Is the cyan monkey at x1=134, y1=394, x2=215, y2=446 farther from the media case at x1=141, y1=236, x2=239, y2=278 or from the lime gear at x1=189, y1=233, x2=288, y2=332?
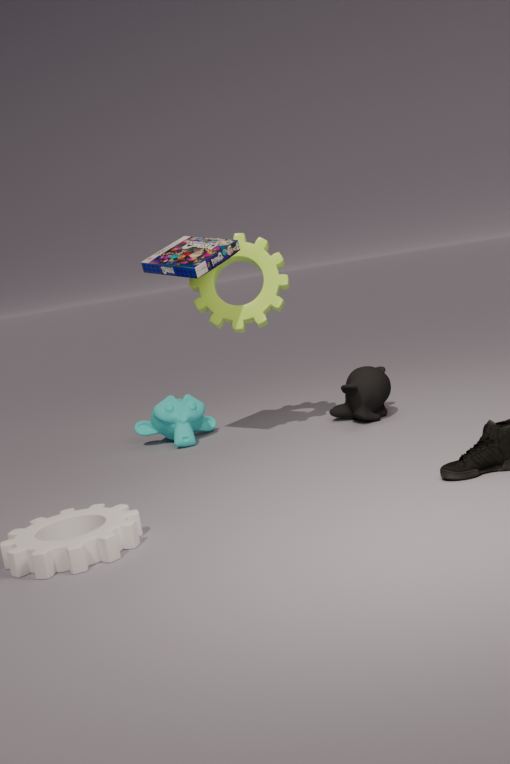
the media case at x1=141, y1=236, x2=239, y2=278
